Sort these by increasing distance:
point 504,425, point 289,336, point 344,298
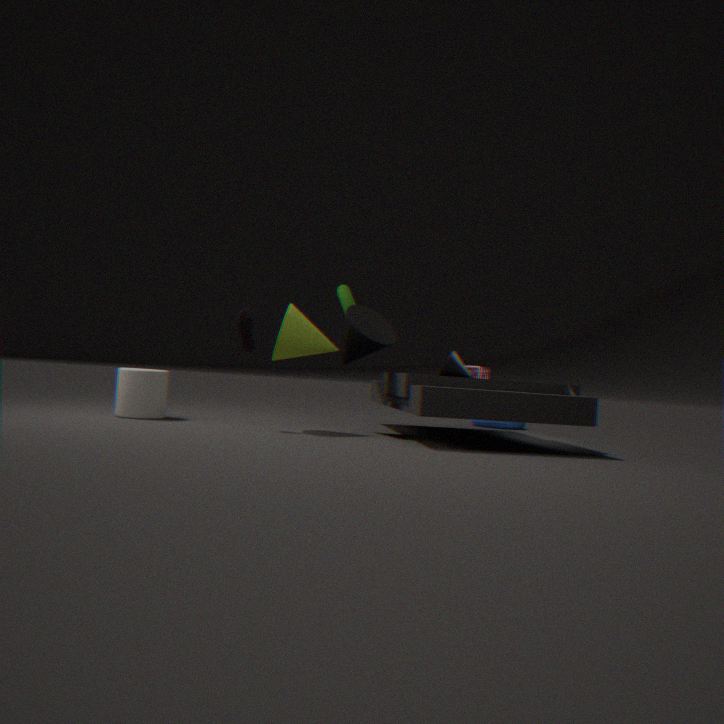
point 289,336 < point 344,298 < point 504,425
